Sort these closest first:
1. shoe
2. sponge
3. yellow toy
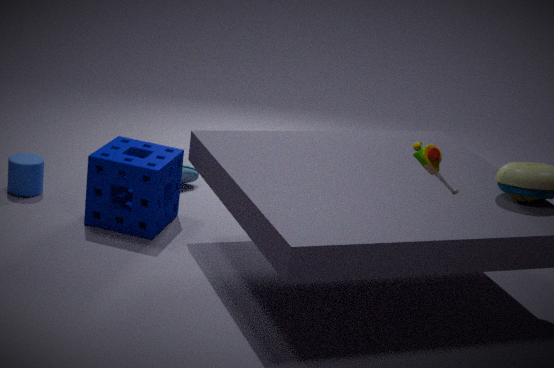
yellow toy
sponge
shoe
